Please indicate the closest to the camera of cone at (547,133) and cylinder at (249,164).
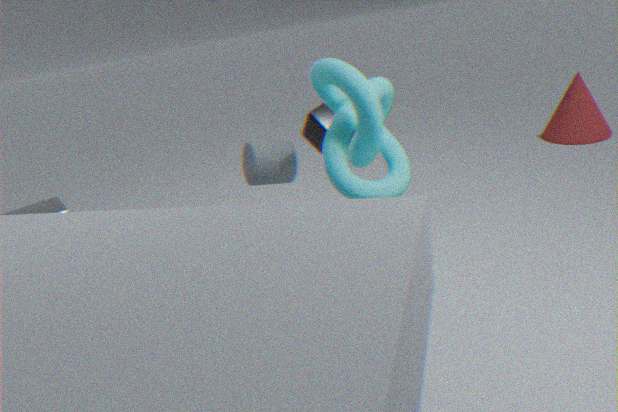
cylinder at (249,164)
